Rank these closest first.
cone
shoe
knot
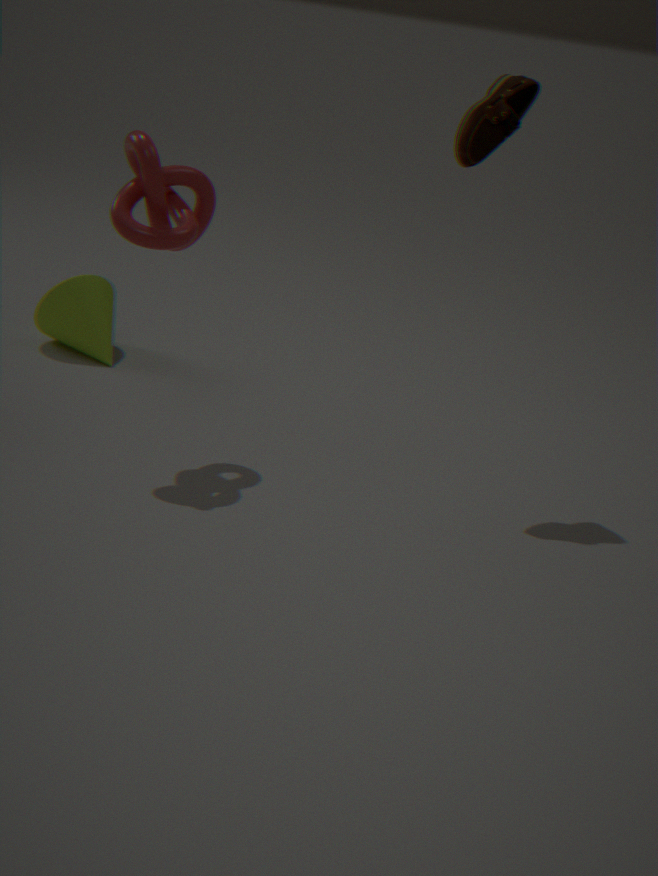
knot
shoe
cone
